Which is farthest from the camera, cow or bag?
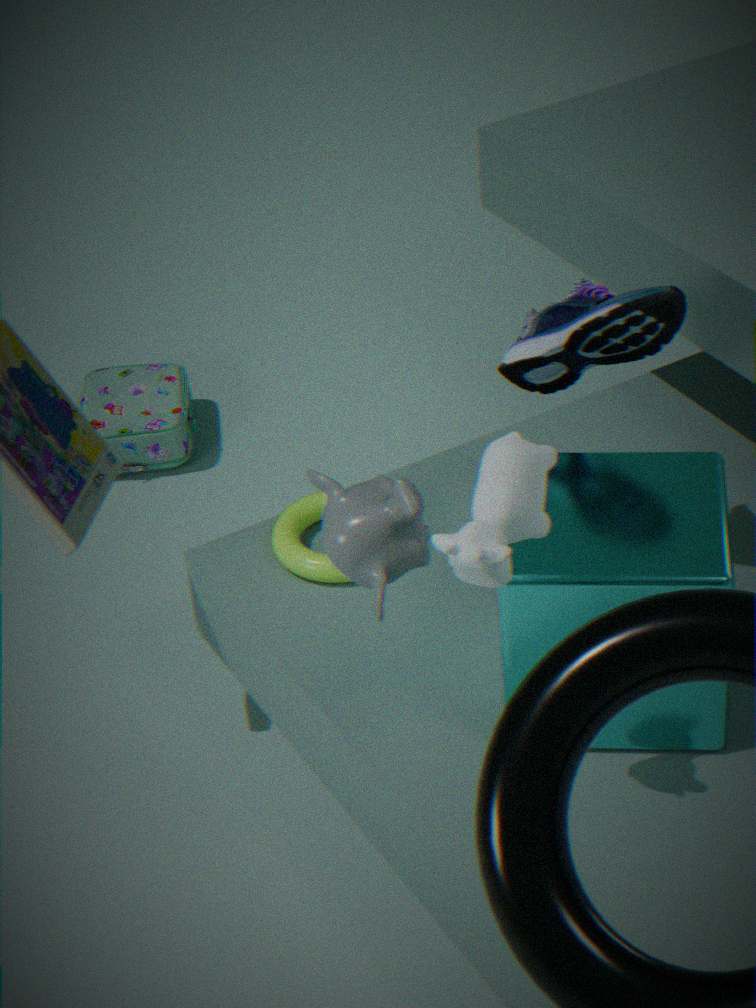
bag
